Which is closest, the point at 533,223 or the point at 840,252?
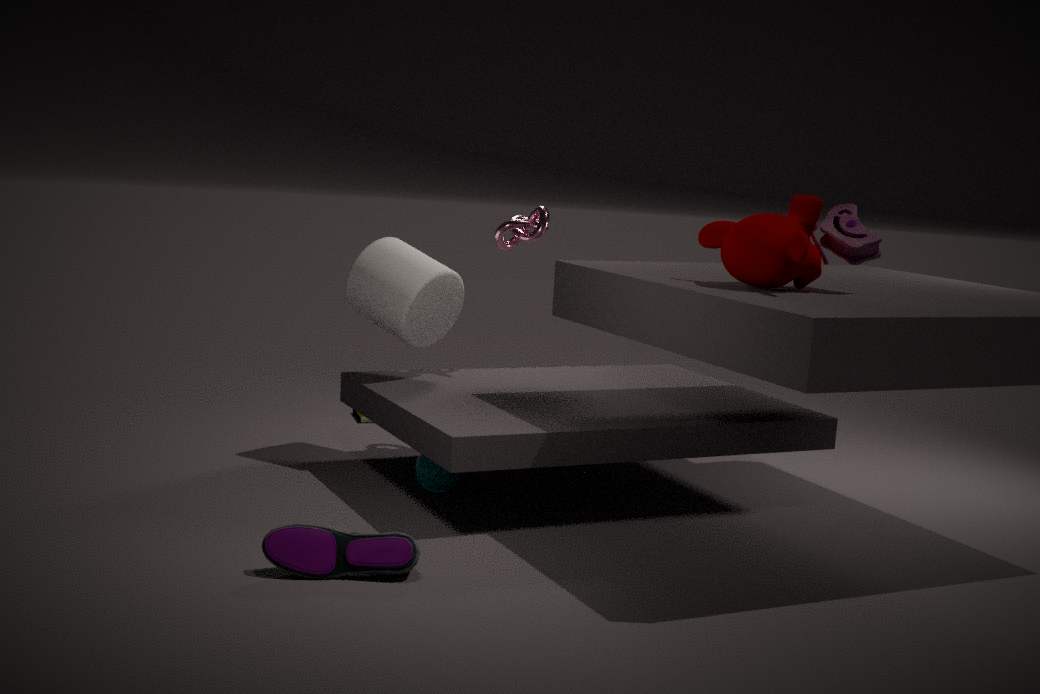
the point at 840,252
